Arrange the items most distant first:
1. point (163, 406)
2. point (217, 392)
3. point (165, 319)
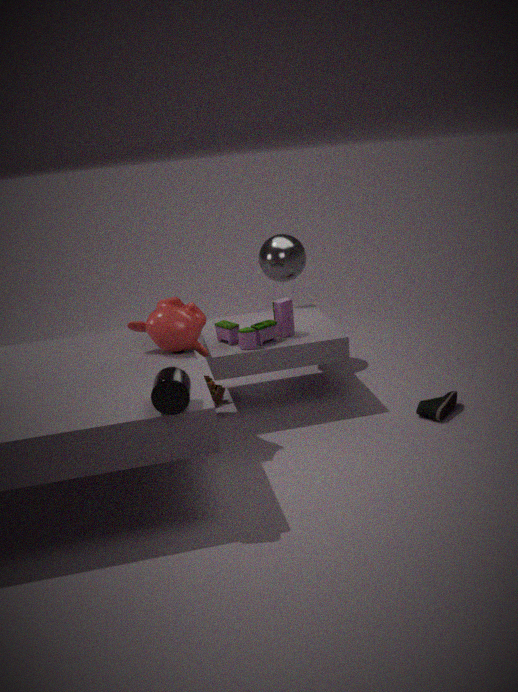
1. point (217, 392)
2. point (165, 319)
3. point (163, 406)
